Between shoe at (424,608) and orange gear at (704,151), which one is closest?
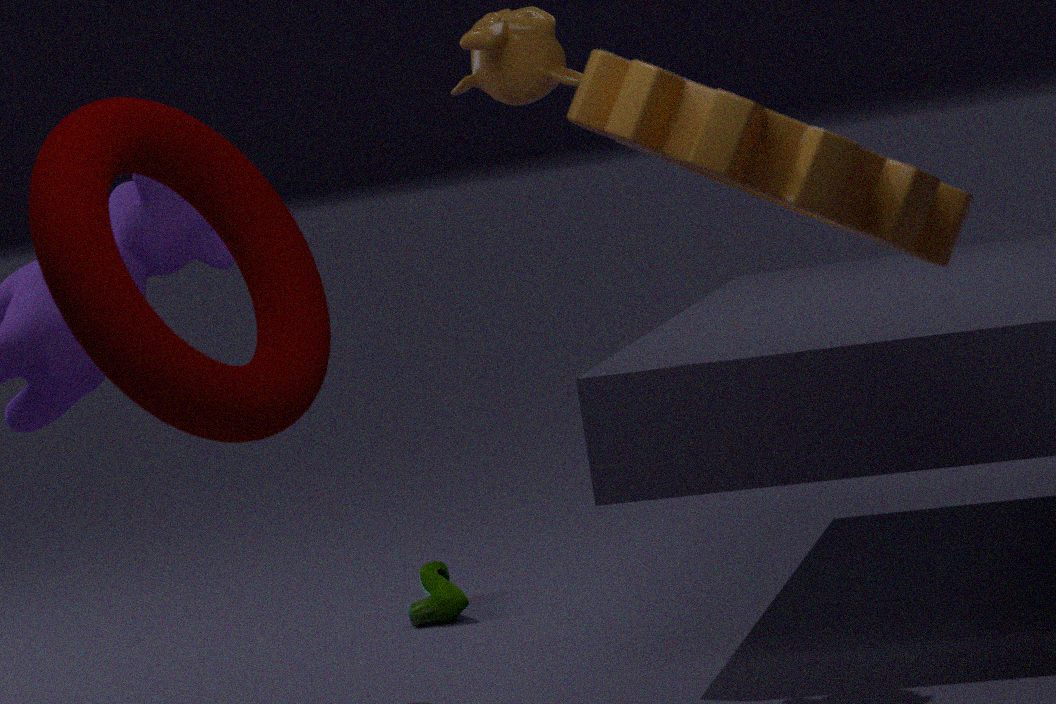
orange gear at (704,151)
